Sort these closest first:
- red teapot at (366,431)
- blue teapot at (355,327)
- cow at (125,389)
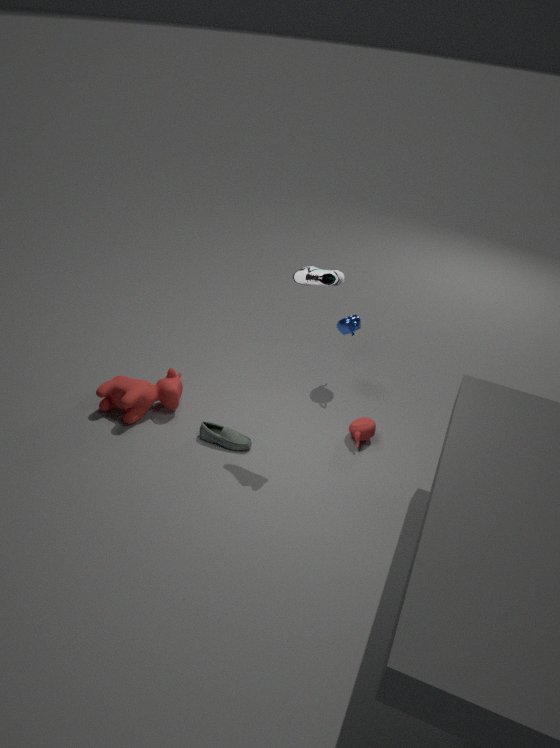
cow at (125,389), red teapot at (366,431), blue teapot at (355,327)
